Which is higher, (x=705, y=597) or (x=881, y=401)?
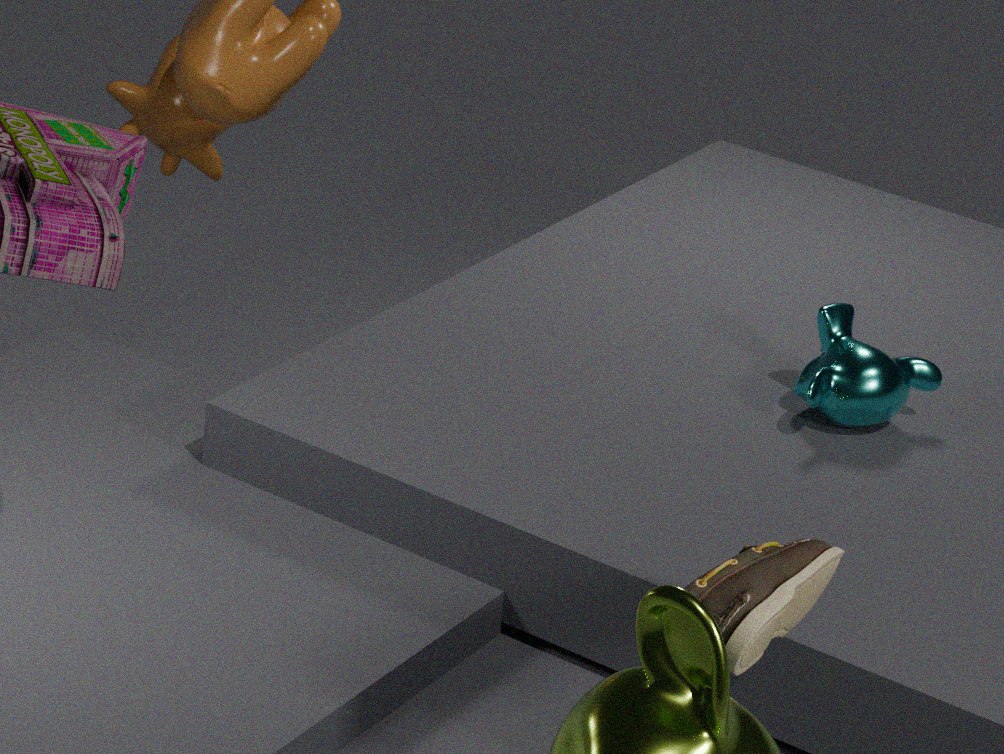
(x=705, y=597)
